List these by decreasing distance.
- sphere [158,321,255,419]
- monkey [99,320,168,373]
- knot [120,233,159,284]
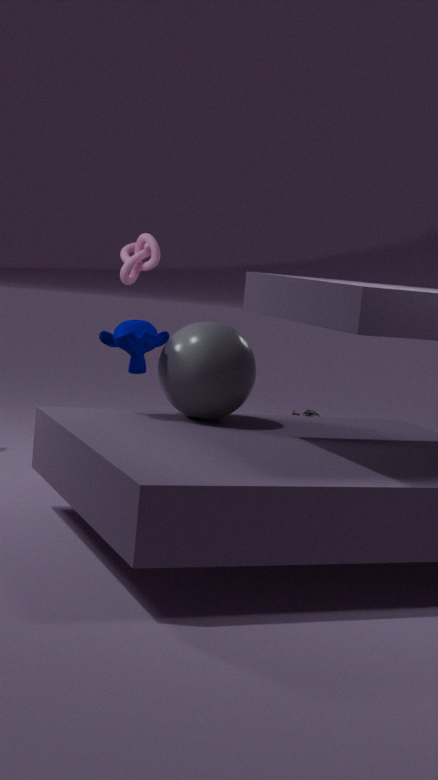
knot [120,233,159,284], monkey [99,320,168,373], sphere [158,321,255,419]
